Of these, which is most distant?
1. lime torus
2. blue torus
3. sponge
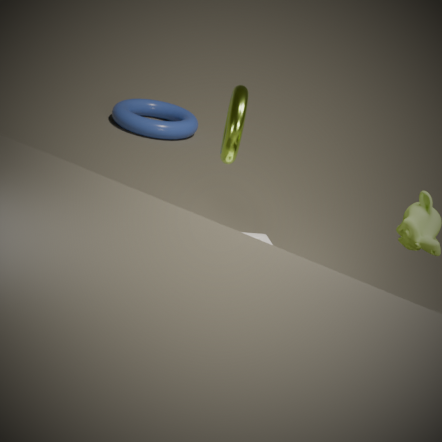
blue torus
